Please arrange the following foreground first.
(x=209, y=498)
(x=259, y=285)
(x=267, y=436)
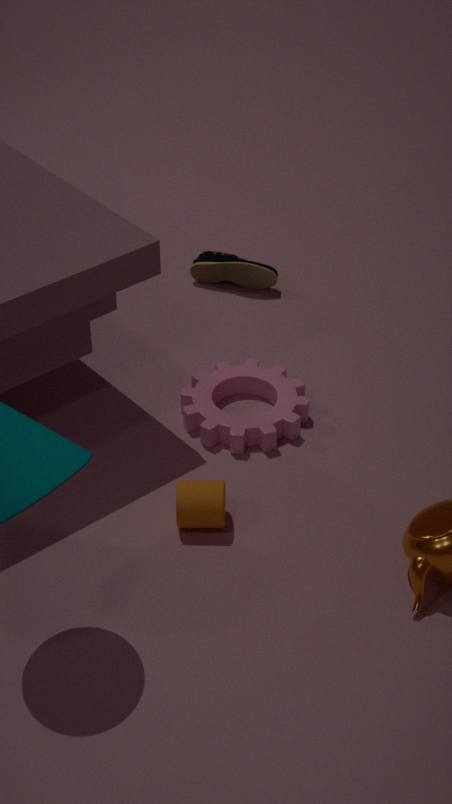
1. (x=209, y=498)
2. (x=267, y=436)
3. (x=259, y=285)
